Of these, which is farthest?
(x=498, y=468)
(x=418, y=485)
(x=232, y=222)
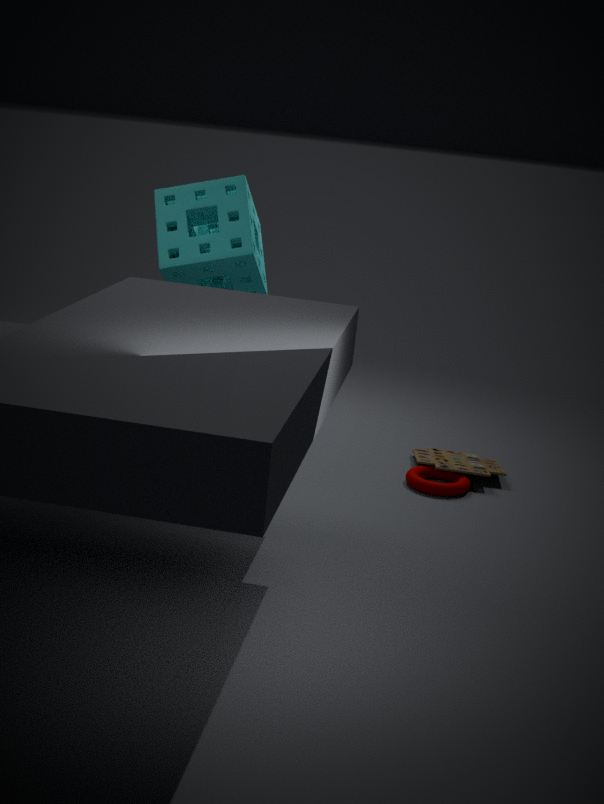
(x=498, y=468)
